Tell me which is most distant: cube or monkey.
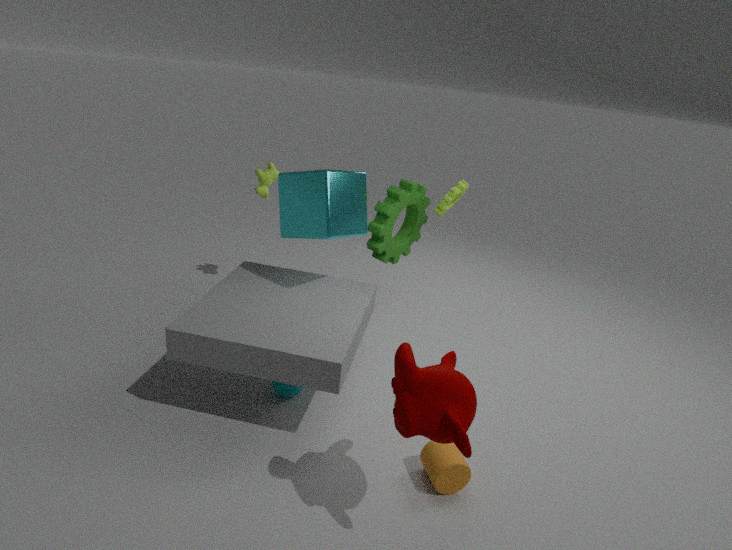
cube
